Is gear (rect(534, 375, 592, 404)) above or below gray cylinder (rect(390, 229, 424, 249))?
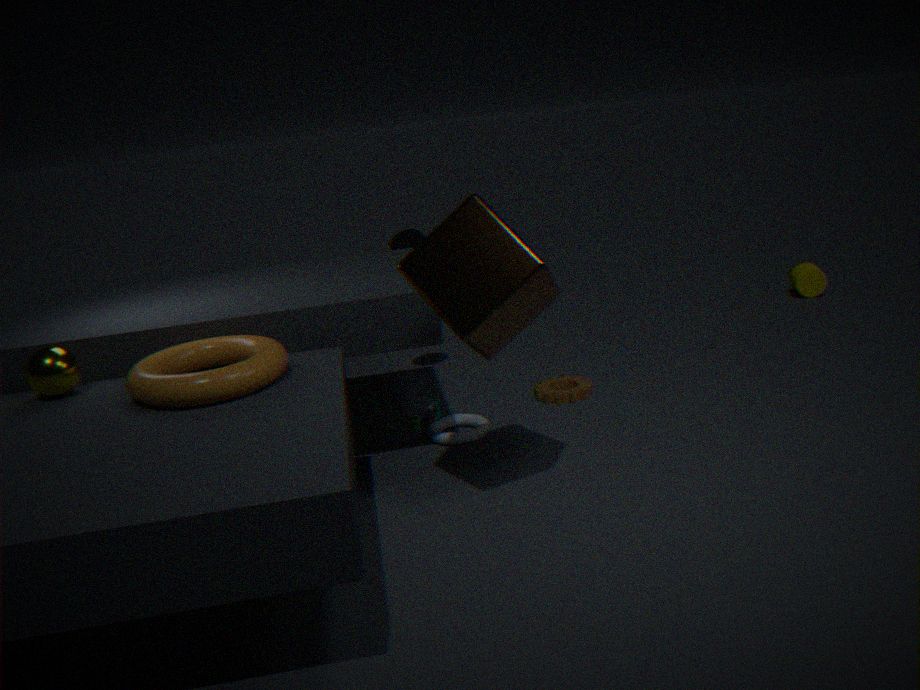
below
